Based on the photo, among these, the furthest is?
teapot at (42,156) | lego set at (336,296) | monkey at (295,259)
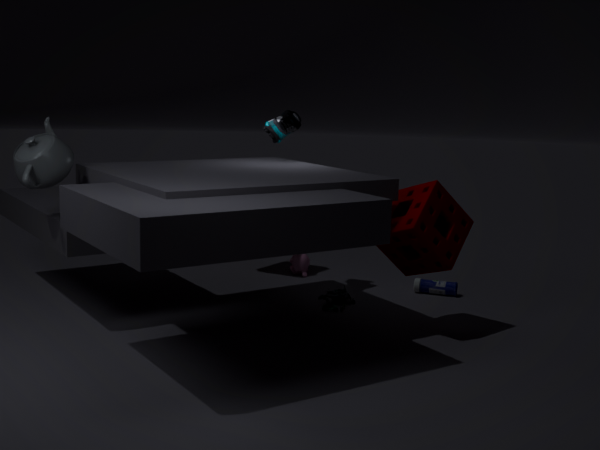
monkey at (295,259)
